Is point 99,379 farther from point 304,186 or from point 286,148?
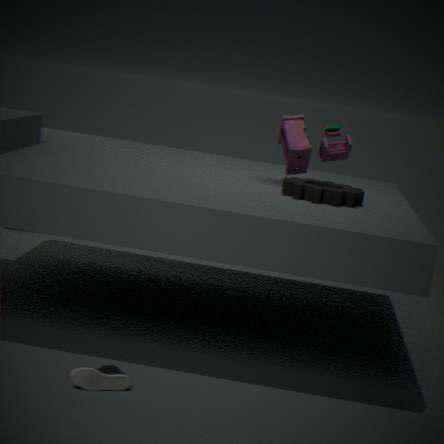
point 286,148
